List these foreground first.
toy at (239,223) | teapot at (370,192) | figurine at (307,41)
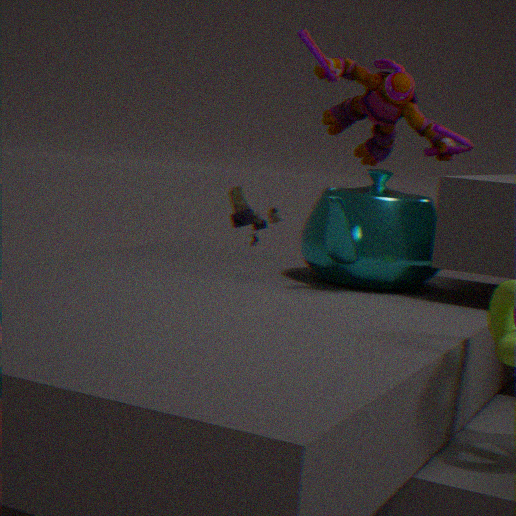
teapot at (370,192), figurine at (307,41), toy at (239,223)
